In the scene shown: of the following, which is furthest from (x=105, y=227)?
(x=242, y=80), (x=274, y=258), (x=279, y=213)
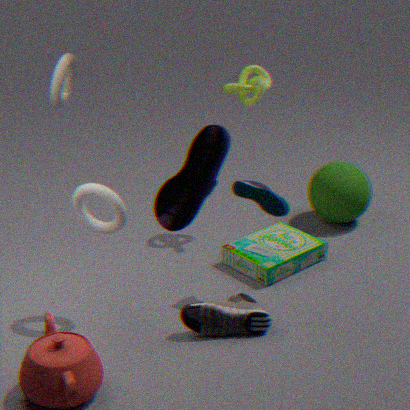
(x=242, y=80)
